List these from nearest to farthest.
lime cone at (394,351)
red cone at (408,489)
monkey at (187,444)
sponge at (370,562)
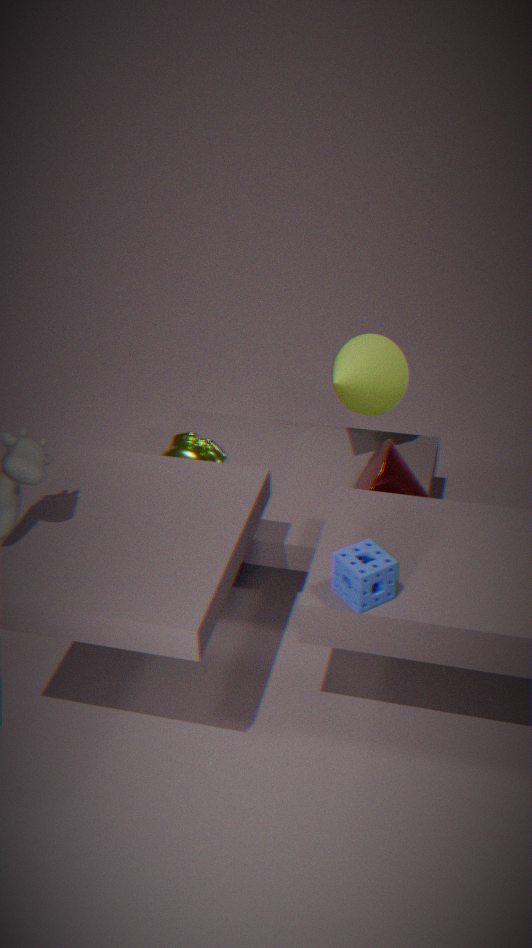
sponge at (370,562), red cone at (408,489), monkey at (187,444), lime cone at (394,351)
